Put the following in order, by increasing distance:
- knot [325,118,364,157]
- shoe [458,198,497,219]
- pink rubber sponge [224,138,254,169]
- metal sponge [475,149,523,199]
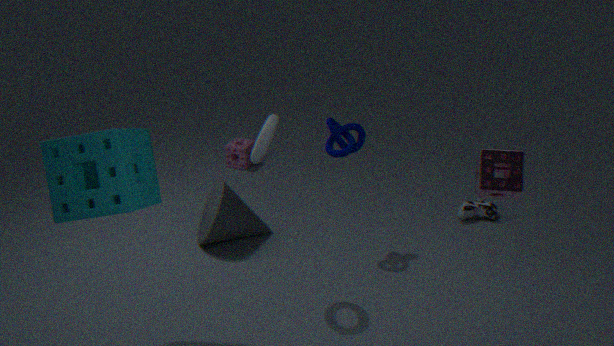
metal sponge [475,149,523,199], knot [325,118,364,157], shoe [458,198,497,219], pink rubber sponge [224,138,254,169]
